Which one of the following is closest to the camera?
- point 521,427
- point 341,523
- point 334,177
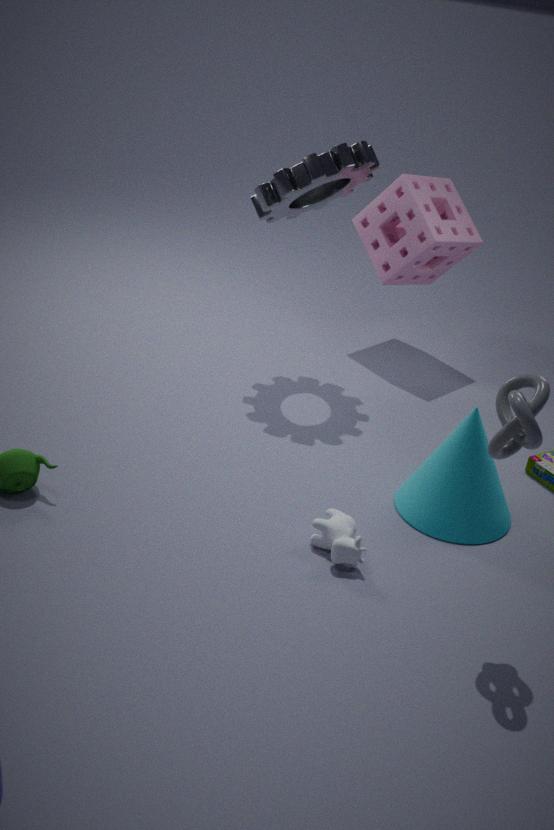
point 521,427
